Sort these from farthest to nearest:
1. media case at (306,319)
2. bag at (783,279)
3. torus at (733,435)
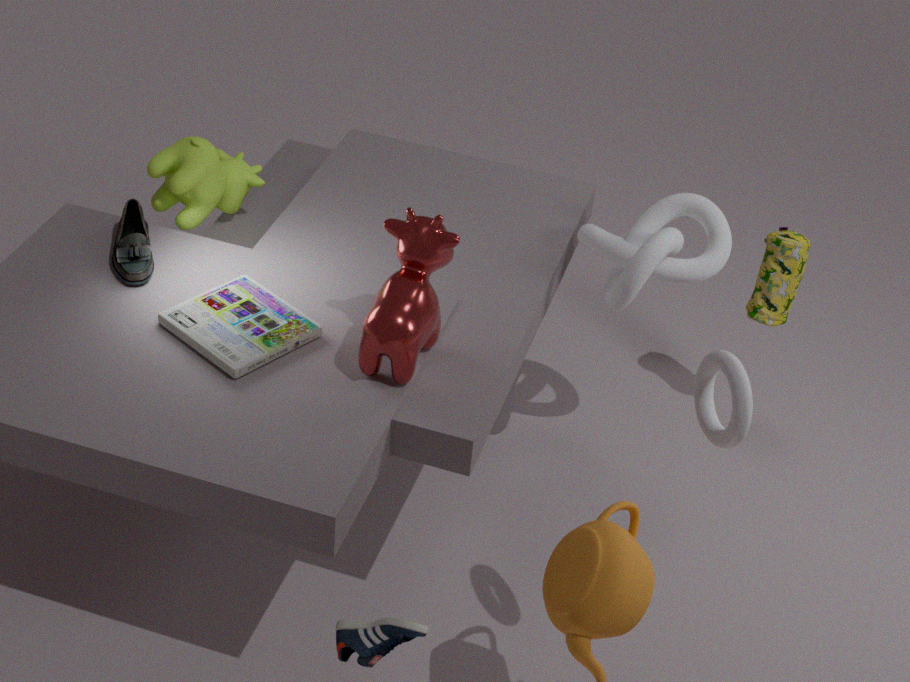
bag at (783,279) < media case at (306,319) < torus at (733,435)
